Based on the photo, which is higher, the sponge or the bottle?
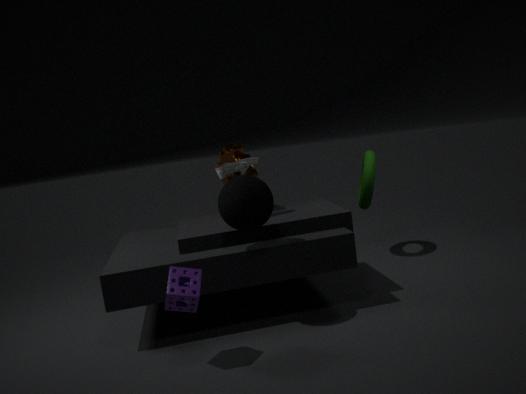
the bottle
